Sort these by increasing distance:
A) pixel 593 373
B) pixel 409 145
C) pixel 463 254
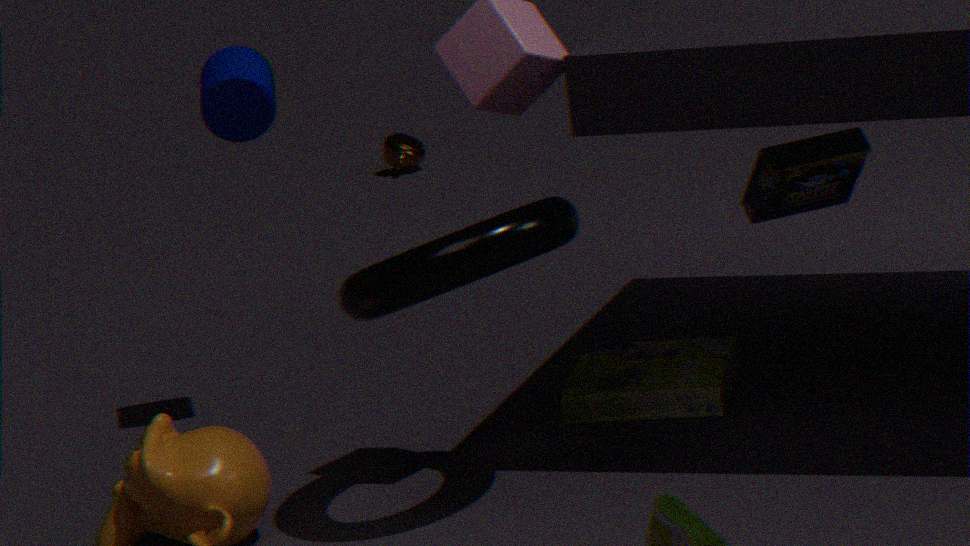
pixel 463 254, pixel 593 373, pixel 409 145
